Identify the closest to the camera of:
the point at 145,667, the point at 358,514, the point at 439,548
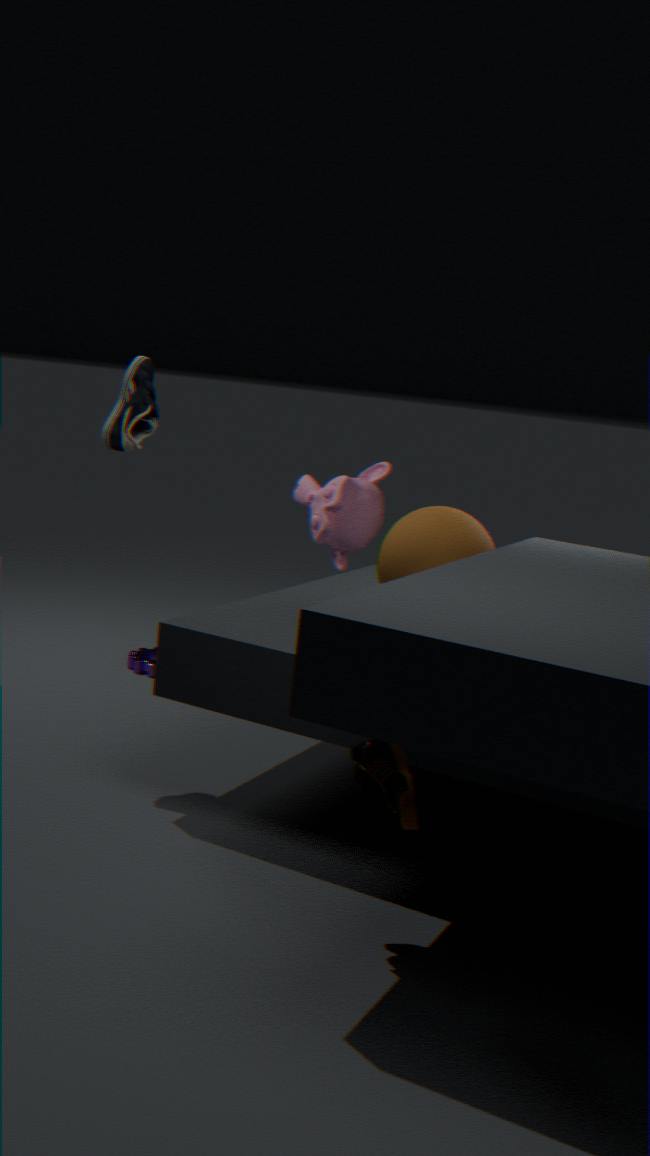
the point at 439,548
